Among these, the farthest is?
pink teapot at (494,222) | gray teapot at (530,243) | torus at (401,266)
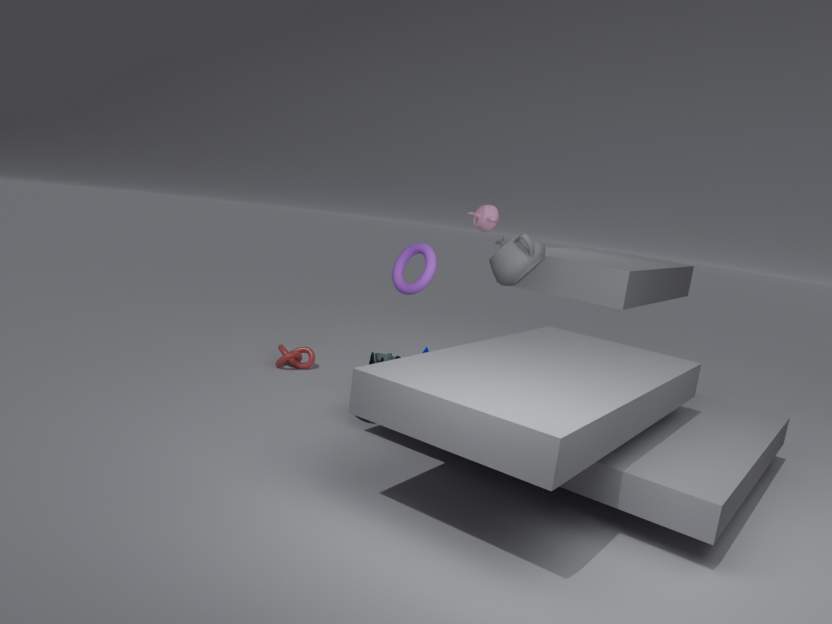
pink teapot at (494,222)
